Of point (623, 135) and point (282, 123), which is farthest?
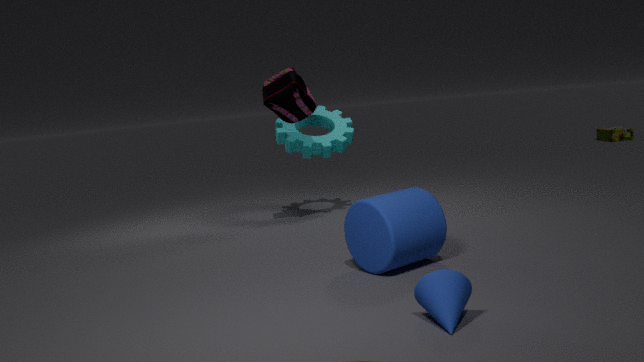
point (623, 135)
